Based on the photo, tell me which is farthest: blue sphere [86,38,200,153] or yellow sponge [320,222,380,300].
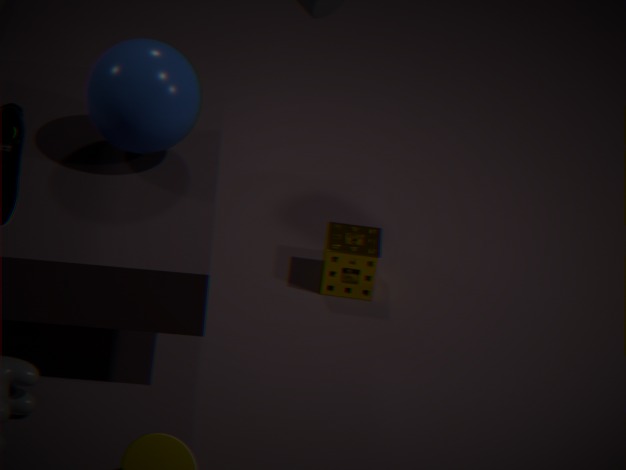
yellow sponge [320,222,380,300]
